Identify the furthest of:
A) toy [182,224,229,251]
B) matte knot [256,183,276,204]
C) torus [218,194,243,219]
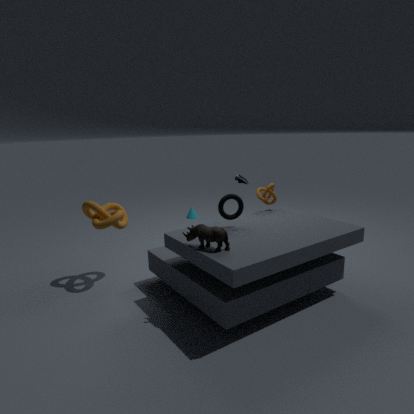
matte knot [256,183,276,204]
